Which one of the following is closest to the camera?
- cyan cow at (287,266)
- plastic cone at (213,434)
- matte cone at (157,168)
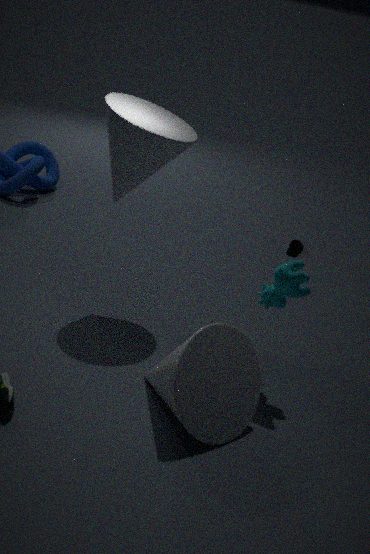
plastic cone at (213,434)
